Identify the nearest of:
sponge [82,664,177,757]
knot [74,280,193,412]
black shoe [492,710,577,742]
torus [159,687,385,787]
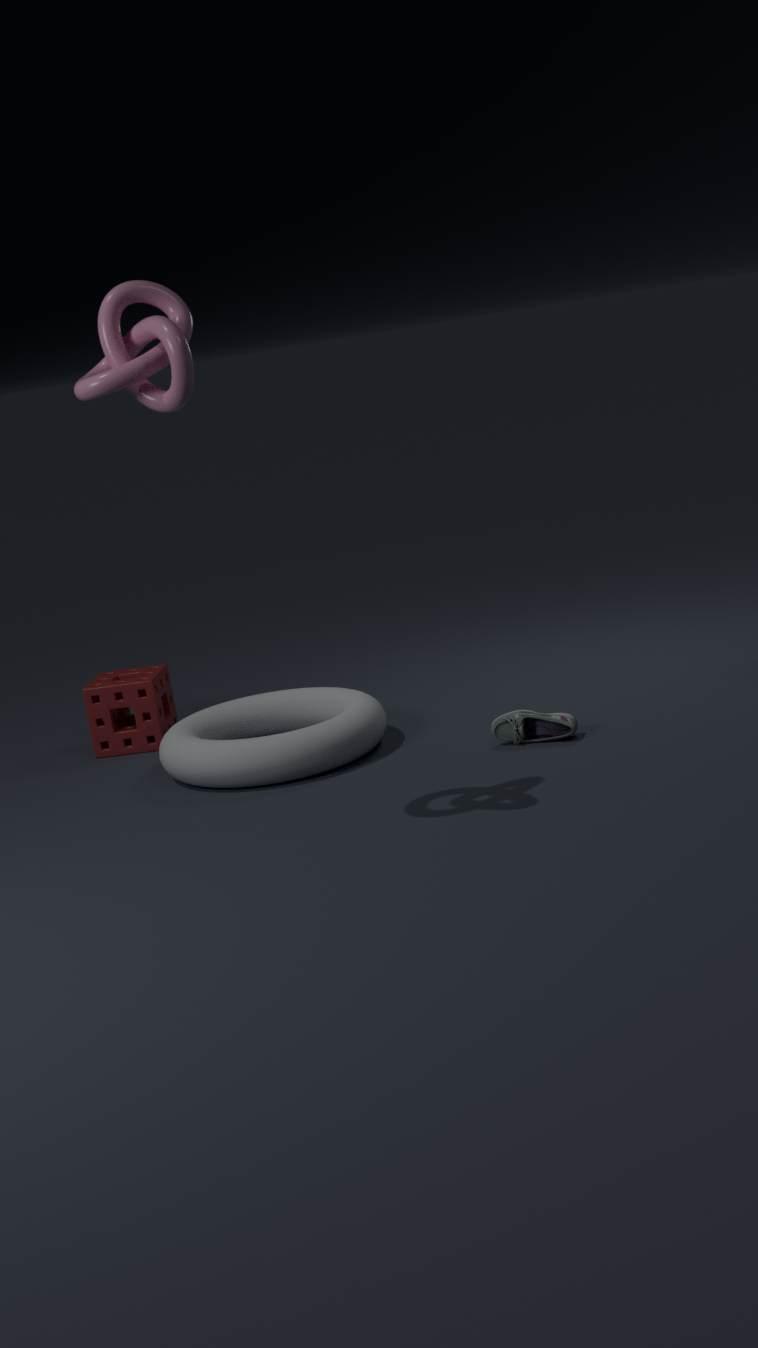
knot [74,280,193,412]
